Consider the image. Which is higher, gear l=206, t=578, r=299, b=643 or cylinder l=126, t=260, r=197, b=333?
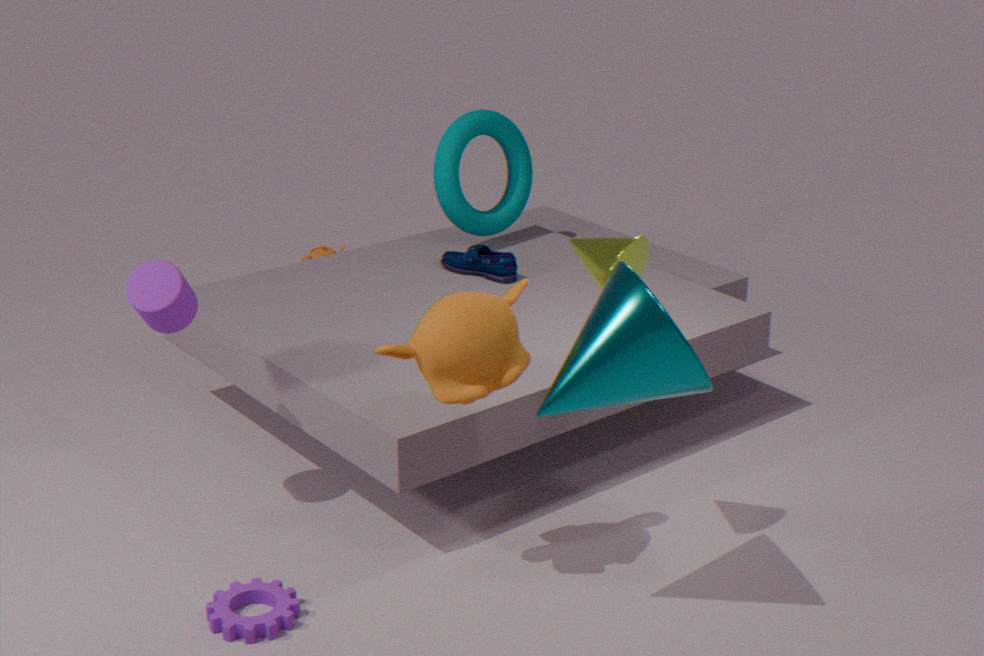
cylinder l=126, t=260, r=197, b=333
